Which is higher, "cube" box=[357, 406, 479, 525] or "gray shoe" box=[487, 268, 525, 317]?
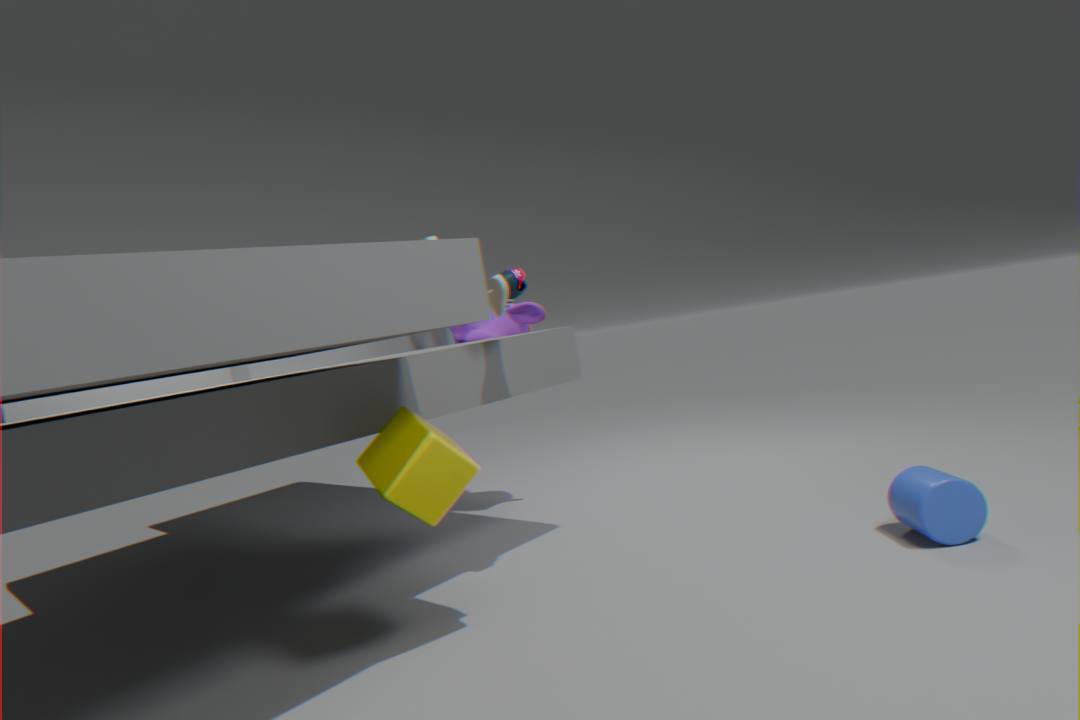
"gray shoe" box=[487, 268, 525, 317]
